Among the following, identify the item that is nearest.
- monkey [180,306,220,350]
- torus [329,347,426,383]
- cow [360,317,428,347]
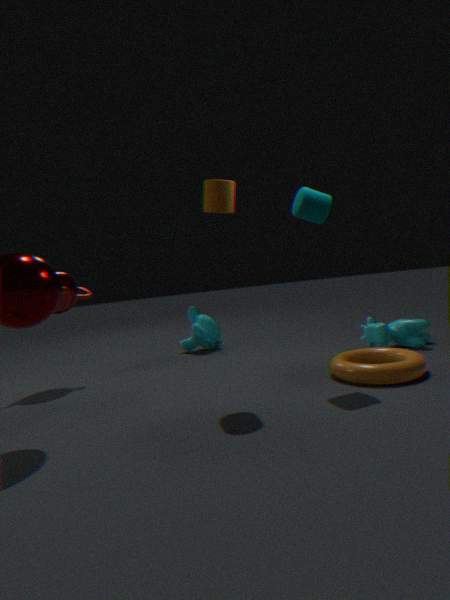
torus [329,347,426,383]
